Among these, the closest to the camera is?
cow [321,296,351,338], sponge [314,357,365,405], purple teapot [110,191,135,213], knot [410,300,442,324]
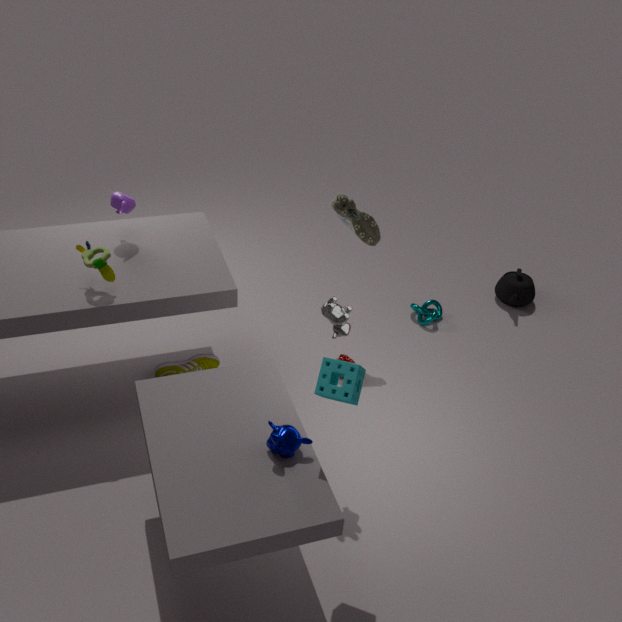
sponge [314,357,365,405]
